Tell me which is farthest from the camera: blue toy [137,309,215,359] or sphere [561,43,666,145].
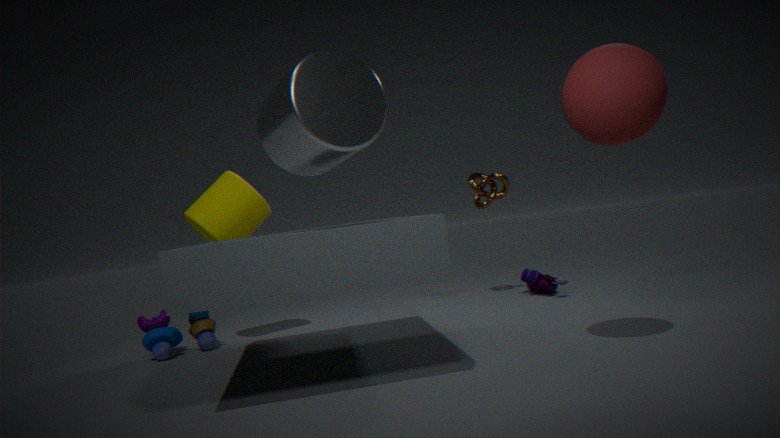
blue toy [137,309,215,359]
